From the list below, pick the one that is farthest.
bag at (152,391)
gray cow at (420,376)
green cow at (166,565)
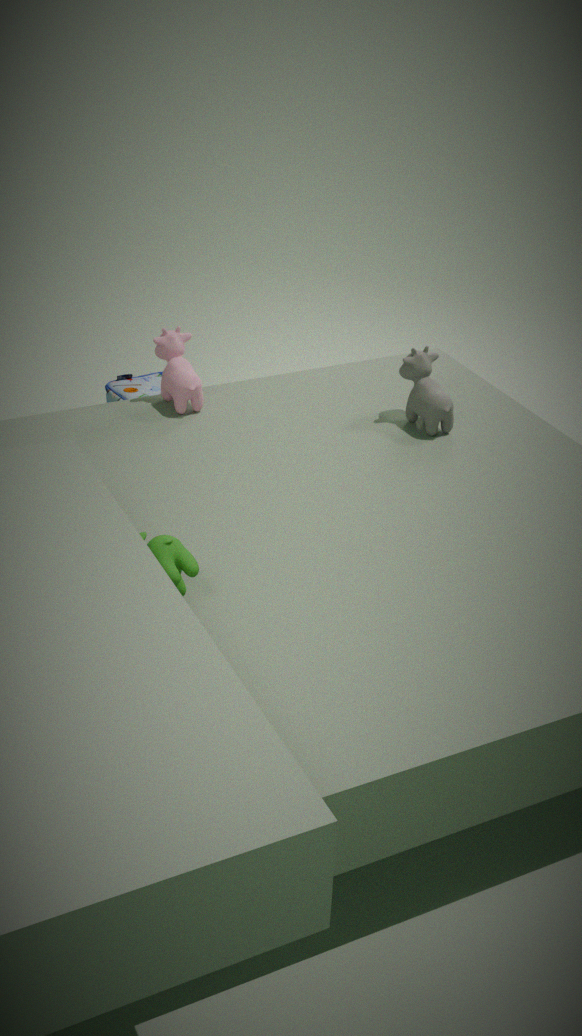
bag at (152,391)
